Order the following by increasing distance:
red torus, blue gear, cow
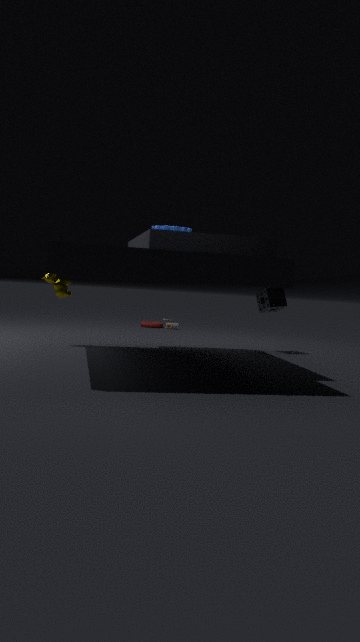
blue gear → cow → red torus
